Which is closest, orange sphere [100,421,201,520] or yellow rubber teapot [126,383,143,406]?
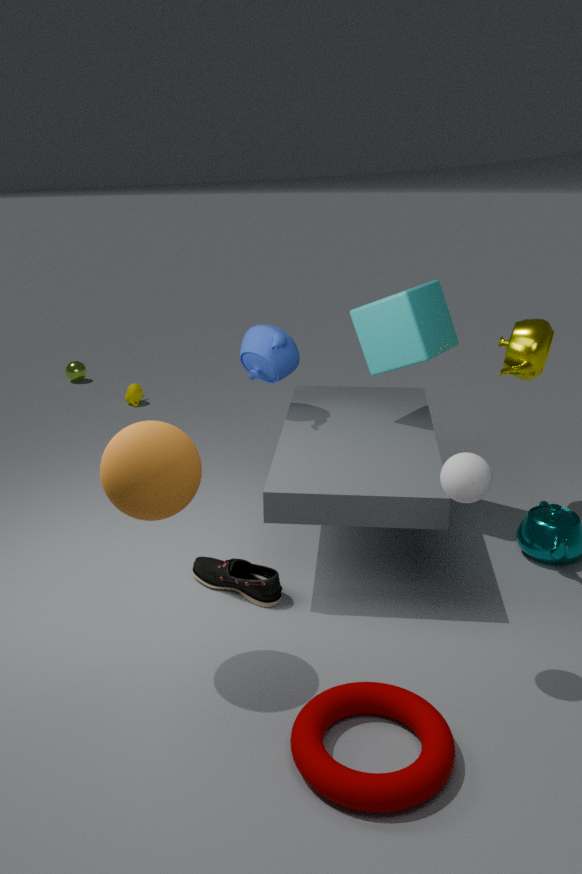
orange sphere [100,421,201,520]
